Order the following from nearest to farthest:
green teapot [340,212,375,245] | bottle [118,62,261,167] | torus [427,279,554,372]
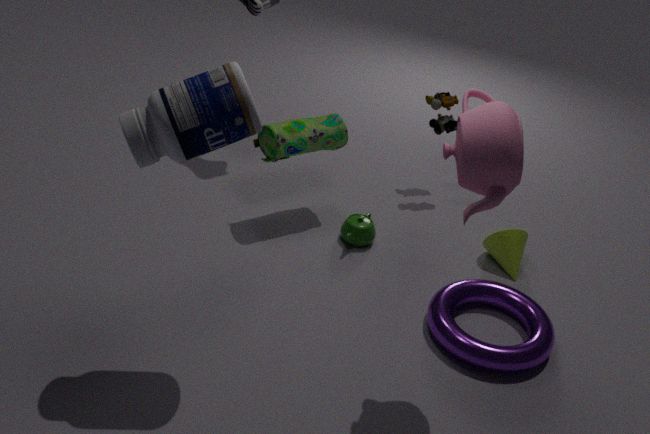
bottle [118,62,261,167]
torus [427,279,554,372]
green teapot [340,212,375,245]
